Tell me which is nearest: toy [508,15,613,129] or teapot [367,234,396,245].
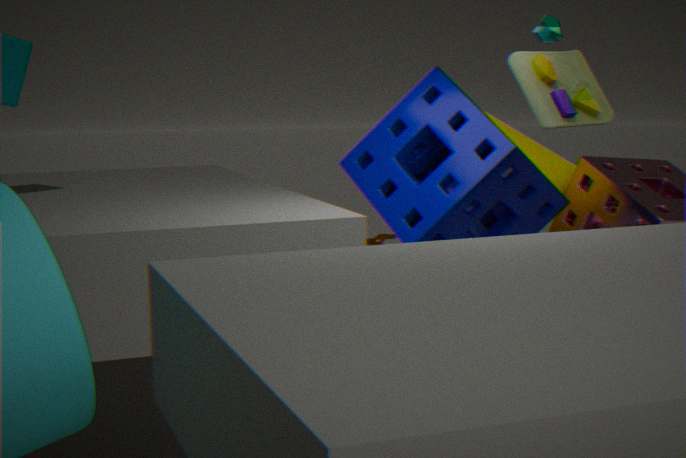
toy [508,15,613,129]
